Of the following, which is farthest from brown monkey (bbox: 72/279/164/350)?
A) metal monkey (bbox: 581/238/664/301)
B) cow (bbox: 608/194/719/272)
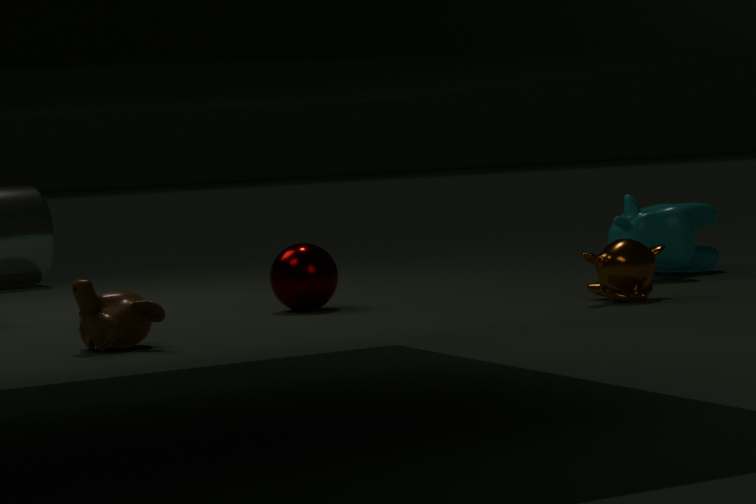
cow (bbox: 608/194/719/272)
